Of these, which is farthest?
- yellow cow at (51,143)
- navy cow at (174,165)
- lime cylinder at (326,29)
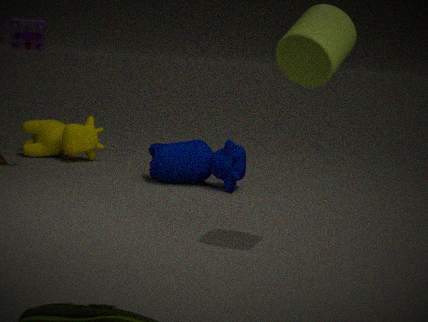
yellow cow at (51,143)
